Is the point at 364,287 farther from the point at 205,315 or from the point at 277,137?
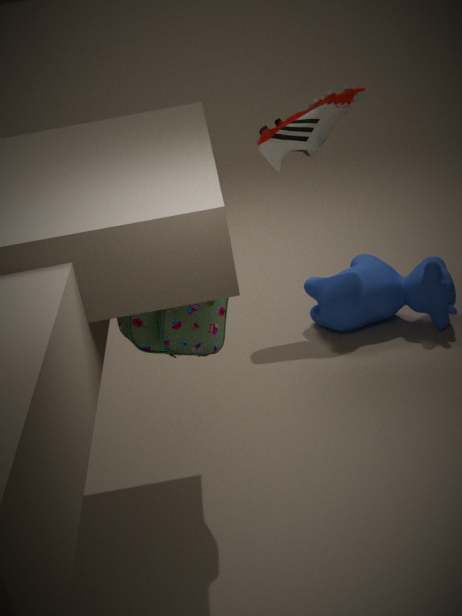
the point at 205,315
